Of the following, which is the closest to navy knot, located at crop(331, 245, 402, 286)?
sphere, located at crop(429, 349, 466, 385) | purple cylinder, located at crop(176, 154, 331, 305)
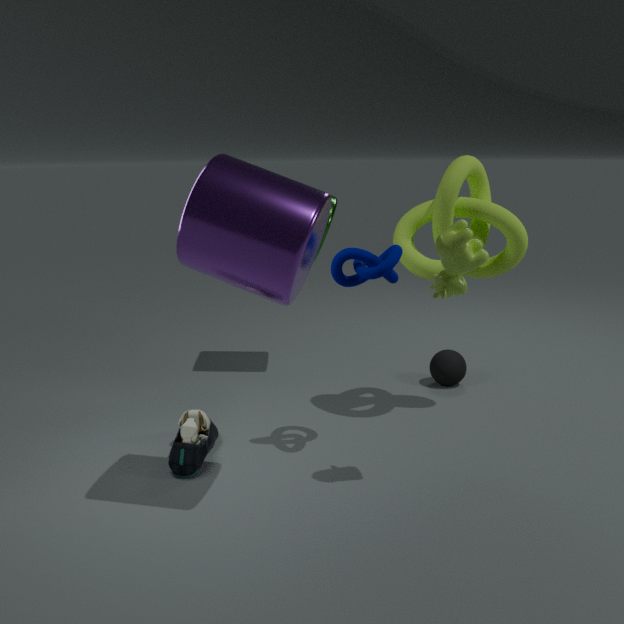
purple cylinder, located at crop(176, 154, 331, 305)
